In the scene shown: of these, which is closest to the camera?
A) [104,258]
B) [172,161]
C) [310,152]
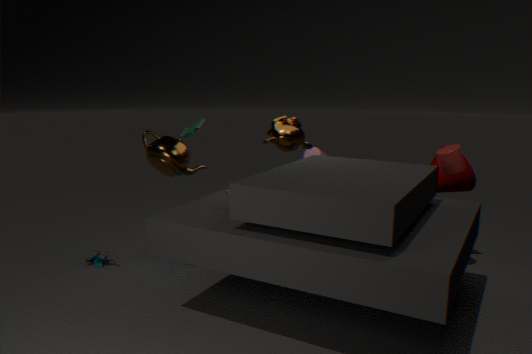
[172,161]
